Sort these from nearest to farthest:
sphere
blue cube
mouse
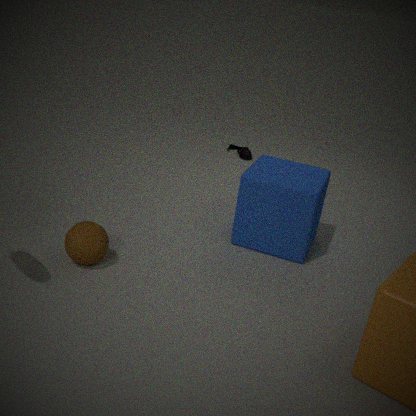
sphere, blue cube, mouse
